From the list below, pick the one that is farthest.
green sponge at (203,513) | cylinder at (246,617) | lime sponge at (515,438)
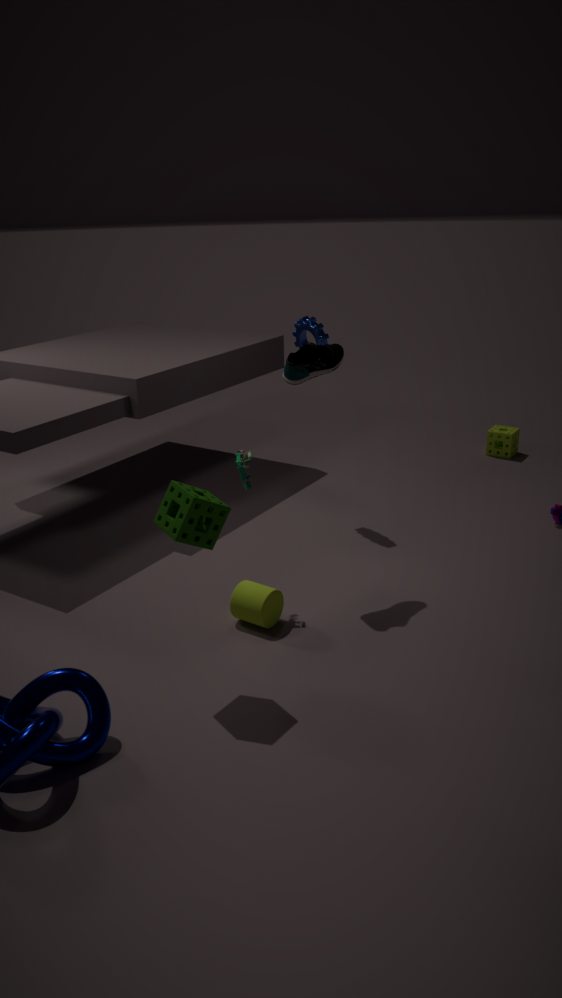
lime sponge at (515,438)
